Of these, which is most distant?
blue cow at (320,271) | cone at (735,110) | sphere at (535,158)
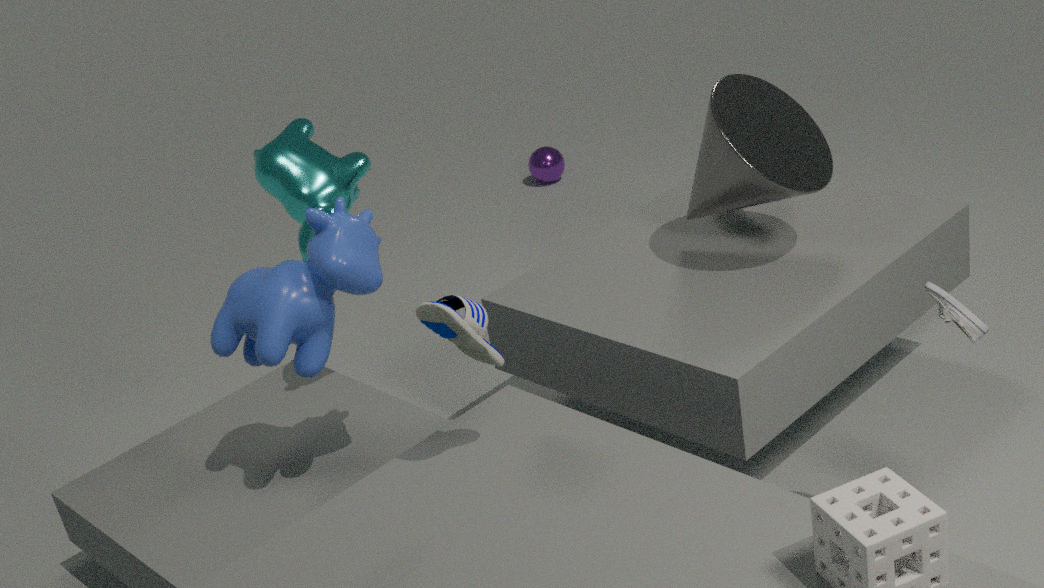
sphere at (535,158)
